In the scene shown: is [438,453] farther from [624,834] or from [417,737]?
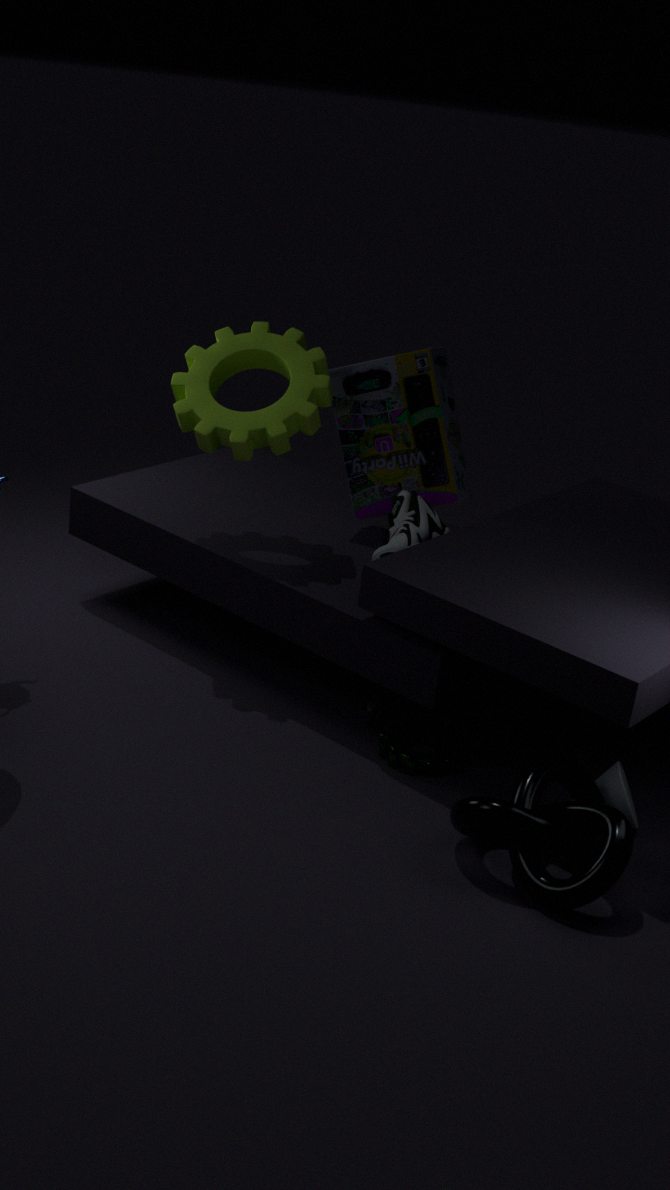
[624,834]
